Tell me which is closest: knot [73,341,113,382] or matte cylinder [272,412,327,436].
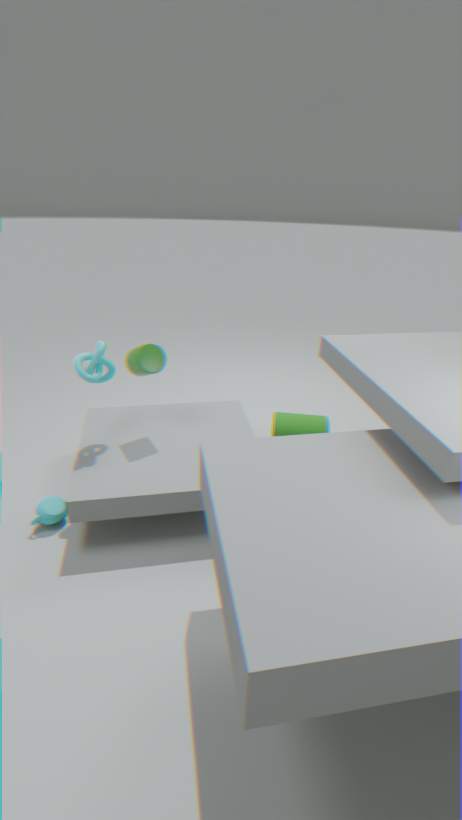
knot [73,341,113,382]
